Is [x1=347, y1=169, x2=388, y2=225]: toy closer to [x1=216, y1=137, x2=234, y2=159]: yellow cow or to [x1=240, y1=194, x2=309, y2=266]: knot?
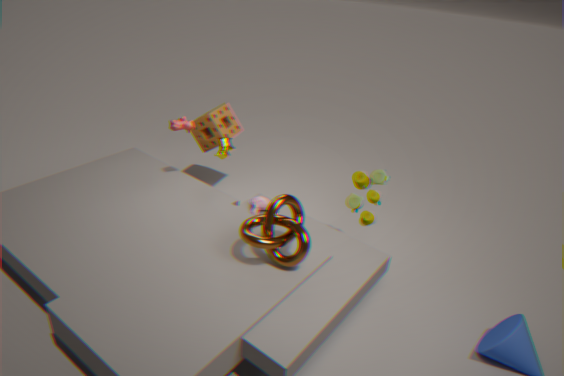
[x1=240, y1=194, x2=309, y2=266]: knot
